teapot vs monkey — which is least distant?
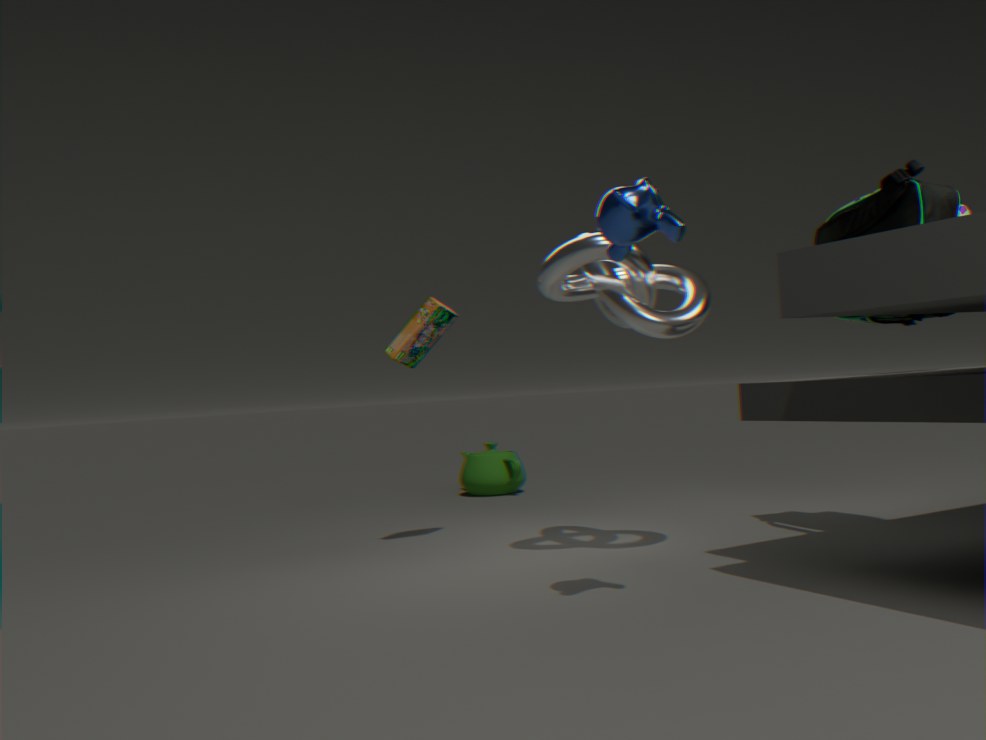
monkey
